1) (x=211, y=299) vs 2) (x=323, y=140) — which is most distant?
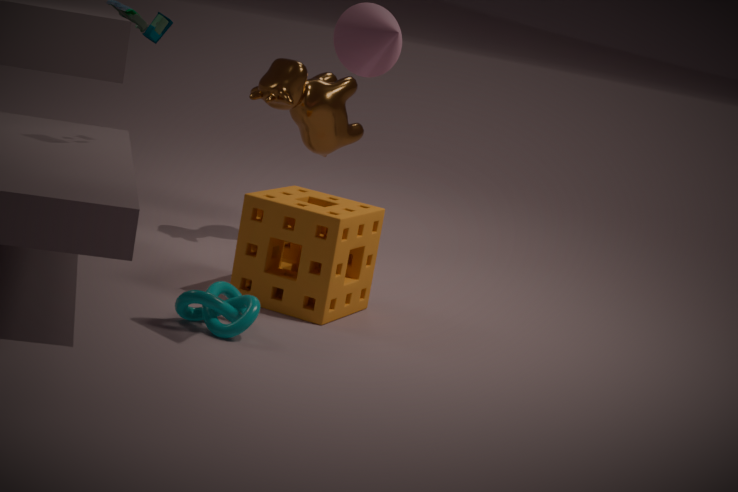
2. (x=323, y=140)
